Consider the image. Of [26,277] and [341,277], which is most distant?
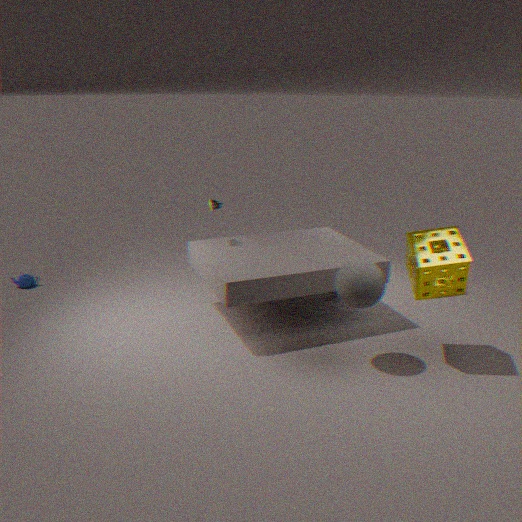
[26,277]
